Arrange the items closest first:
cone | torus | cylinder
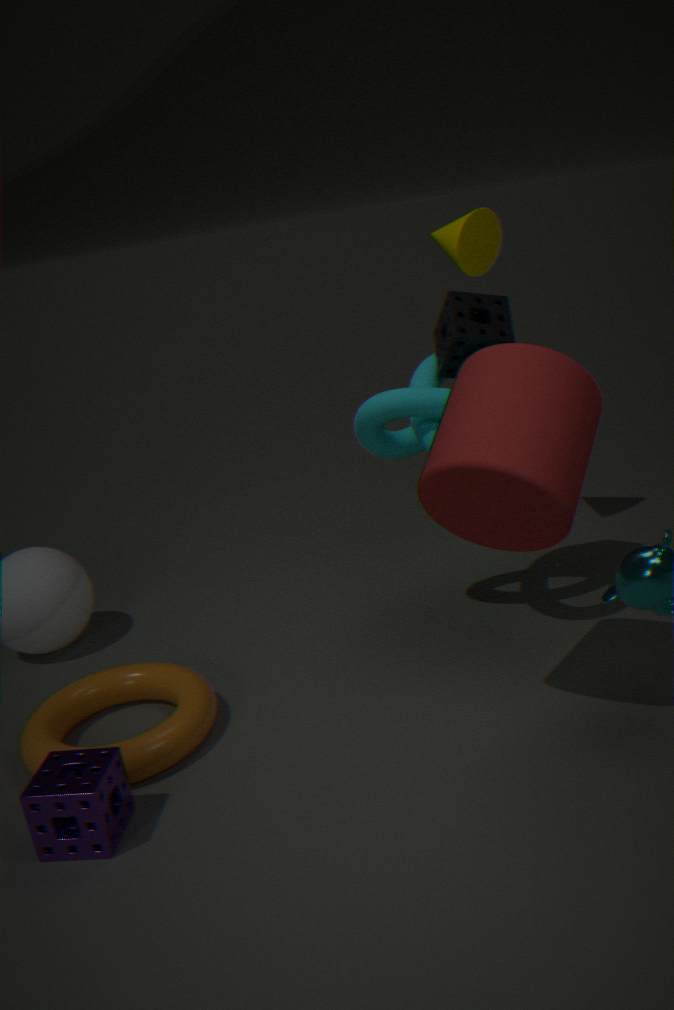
cylinder → torus → cone
